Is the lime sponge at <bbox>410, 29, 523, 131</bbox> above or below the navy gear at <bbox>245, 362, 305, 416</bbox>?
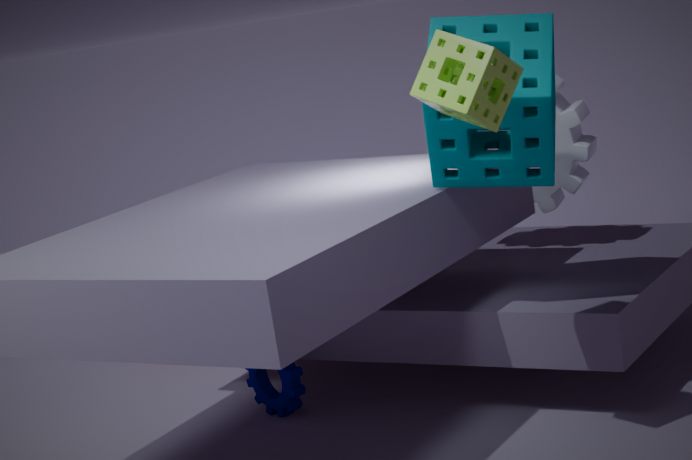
above
